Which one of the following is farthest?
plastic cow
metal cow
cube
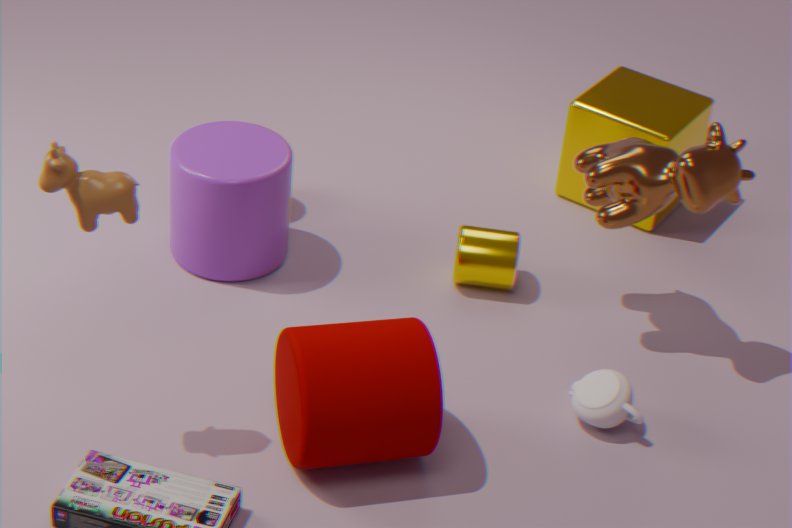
cube
